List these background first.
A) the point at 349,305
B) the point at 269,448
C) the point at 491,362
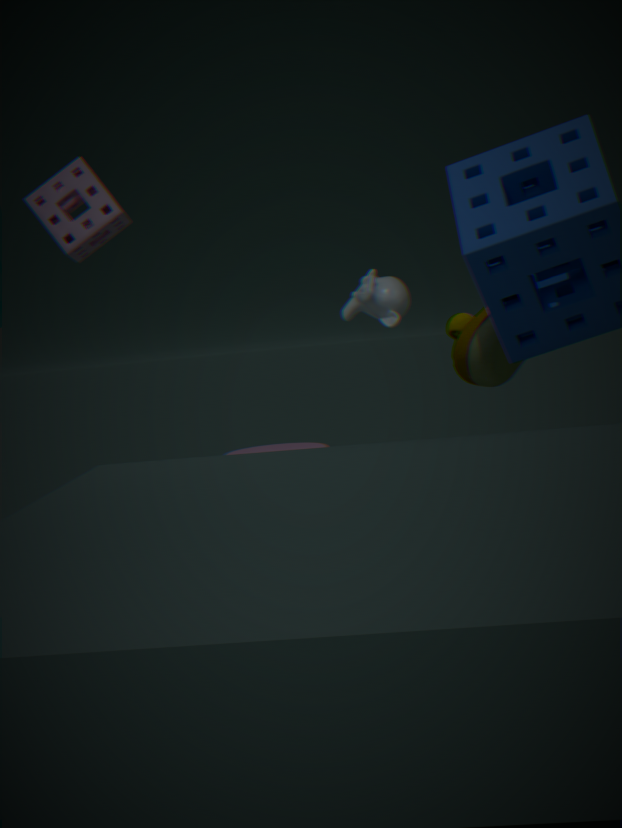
the point at 269,448 → the point at 349,305 → the point at 491,362
